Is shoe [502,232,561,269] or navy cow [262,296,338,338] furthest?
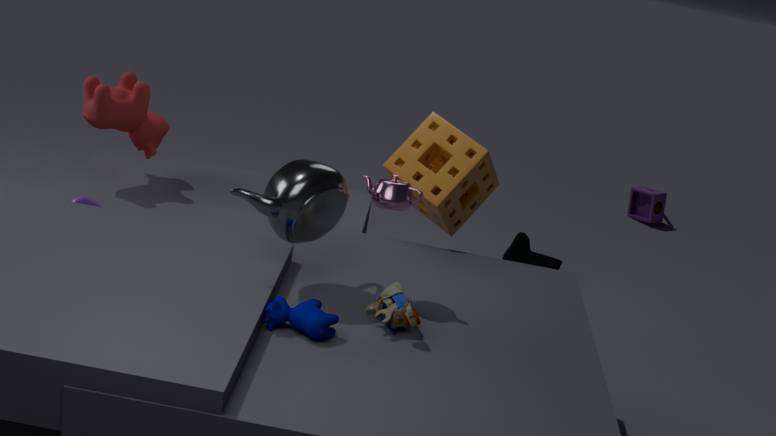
shoe [502,232,561,269]
